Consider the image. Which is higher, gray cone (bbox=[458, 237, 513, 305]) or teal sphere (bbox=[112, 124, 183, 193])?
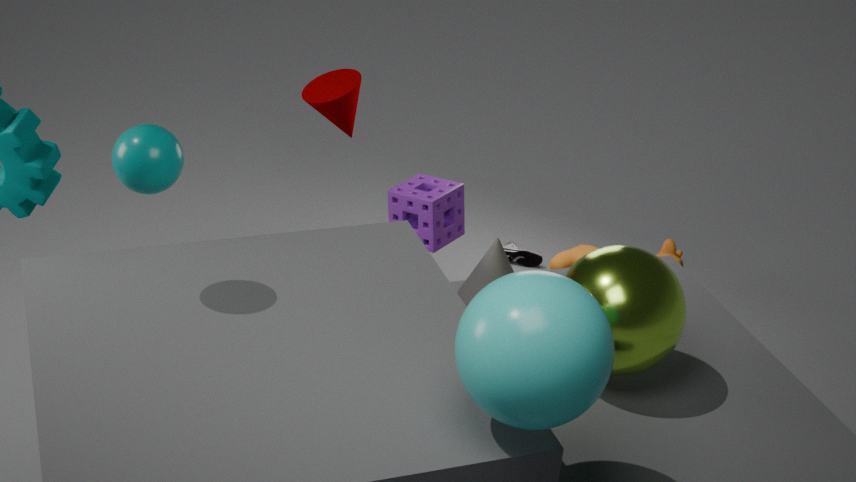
teal sphere (bbox=[112, 124, 183, 193])
